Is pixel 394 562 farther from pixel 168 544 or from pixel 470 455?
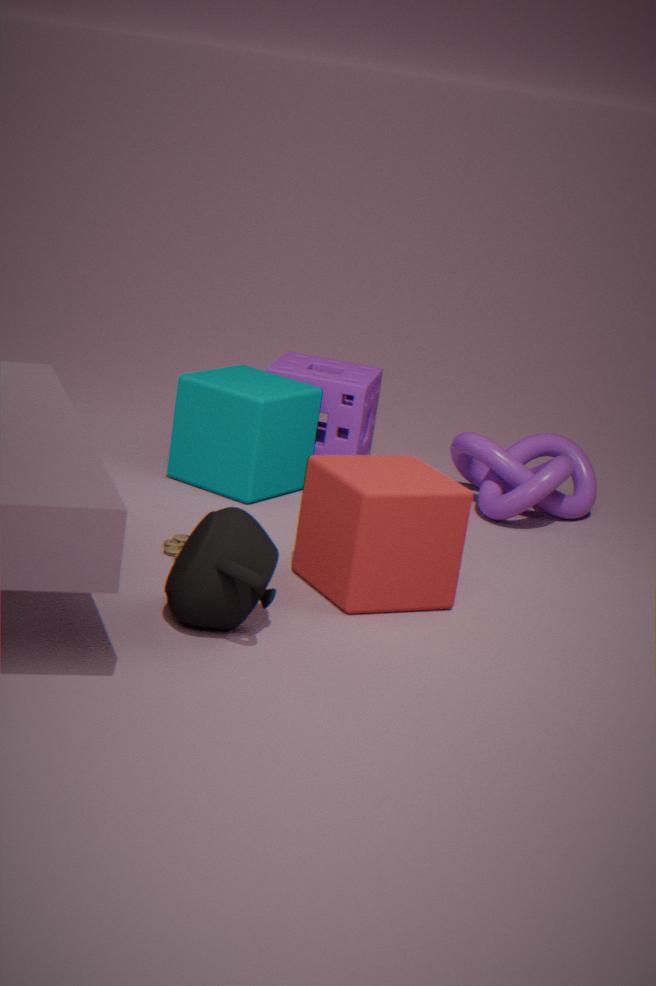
pixel 470 455
